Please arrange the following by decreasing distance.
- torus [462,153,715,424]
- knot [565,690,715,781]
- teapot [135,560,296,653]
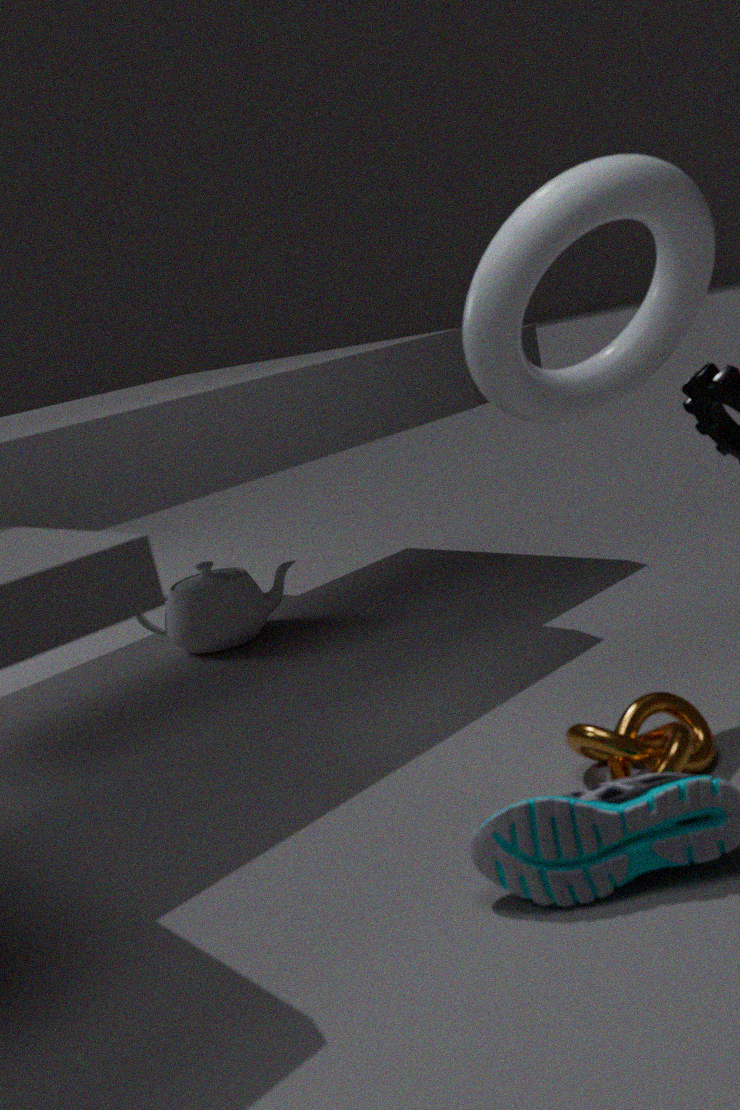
teapot [135,560,296,653] < torus [462,153,715,424] < knot [565,690,715,781]
